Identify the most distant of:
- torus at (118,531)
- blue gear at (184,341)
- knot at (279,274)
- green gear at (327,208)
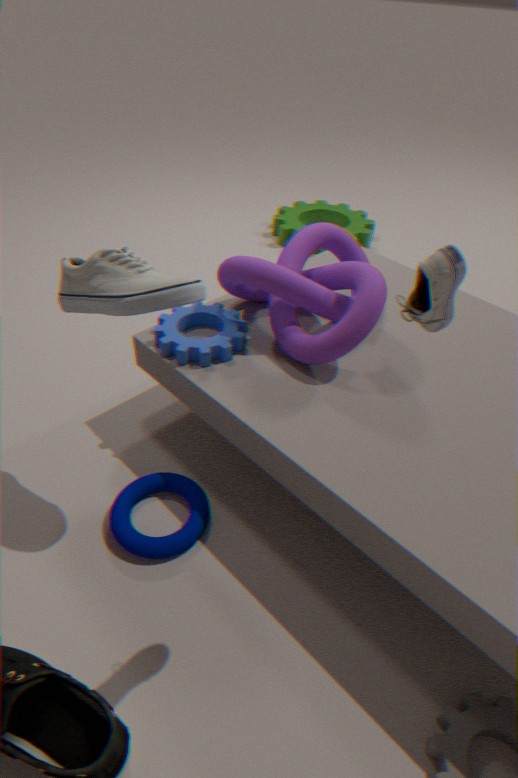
green gear at (327,208)
